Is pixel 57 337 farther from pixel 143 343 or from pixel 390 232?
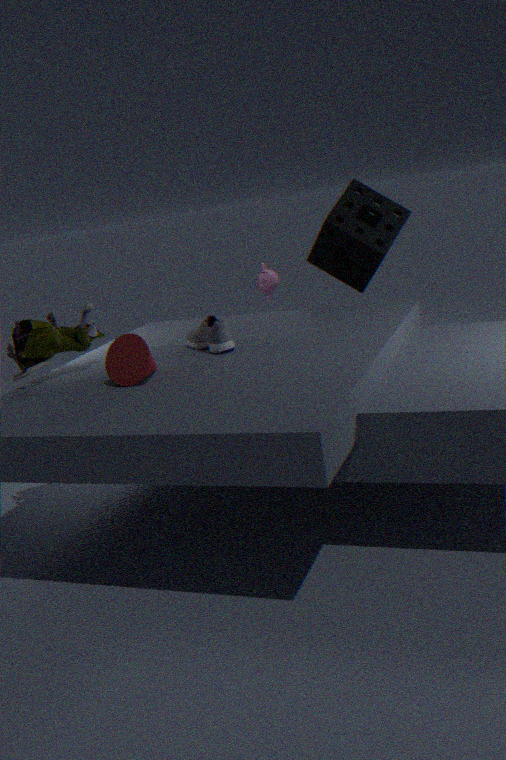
pixel 390 232
